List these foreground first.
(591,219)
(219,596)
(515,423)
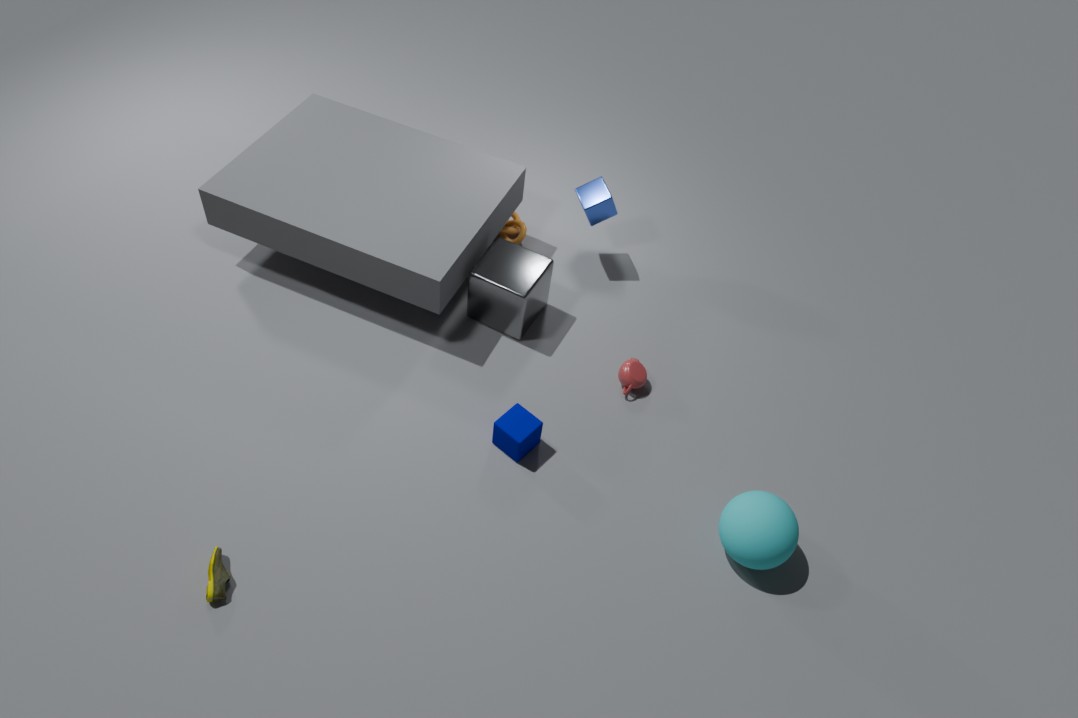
(219,596) → (515,423) → (591,219)
